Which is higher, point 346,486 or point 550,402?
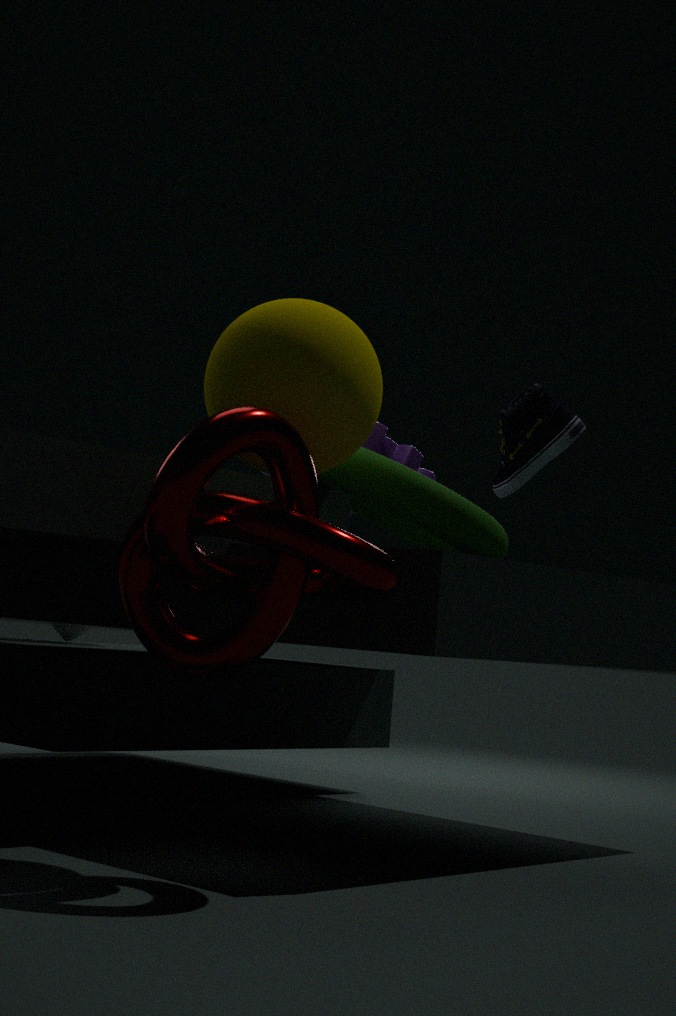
point 550,402
